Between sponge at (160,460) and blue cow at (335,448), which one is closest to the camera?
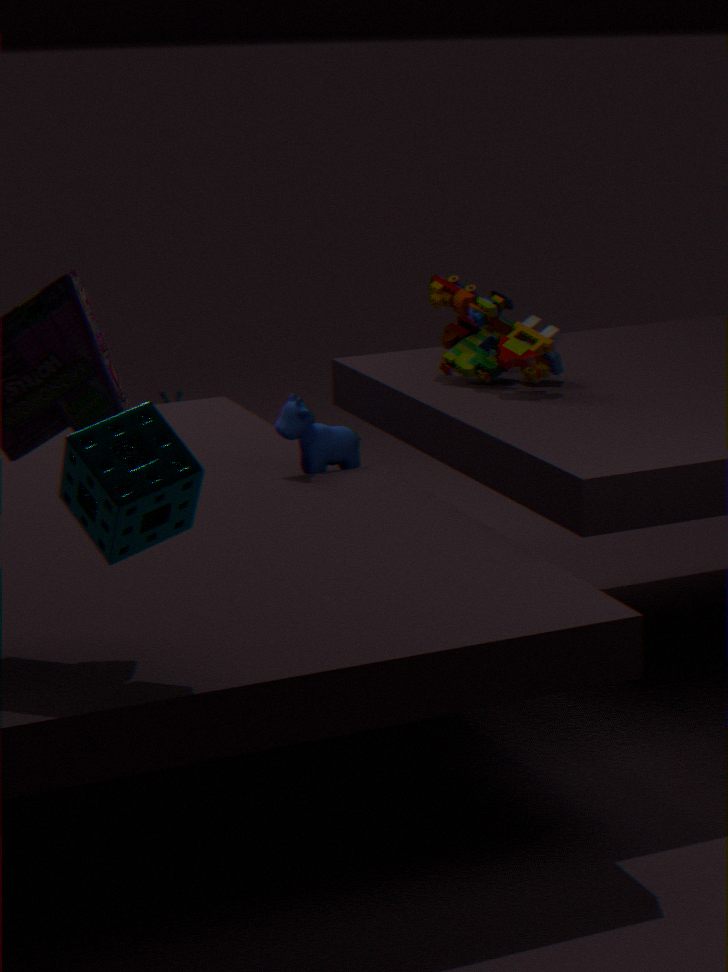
sponge at (160,460)
